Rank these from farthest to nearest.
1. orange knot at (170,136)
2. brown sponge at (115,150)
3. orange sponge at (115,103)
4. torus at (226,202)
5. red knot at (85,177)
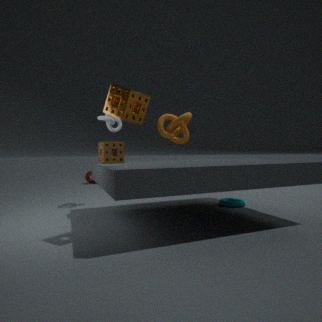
1. red knot at (85,177)
2. orange knot at (170,136)
3. torus at (226,202)
4. brown sponge at (115,150)
5. orange sponge at (115,103)
